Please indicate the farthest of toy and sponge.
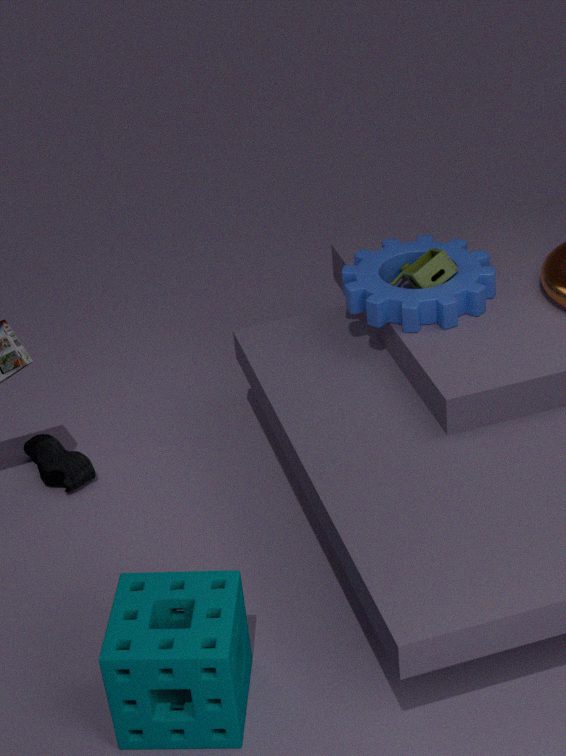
toy
